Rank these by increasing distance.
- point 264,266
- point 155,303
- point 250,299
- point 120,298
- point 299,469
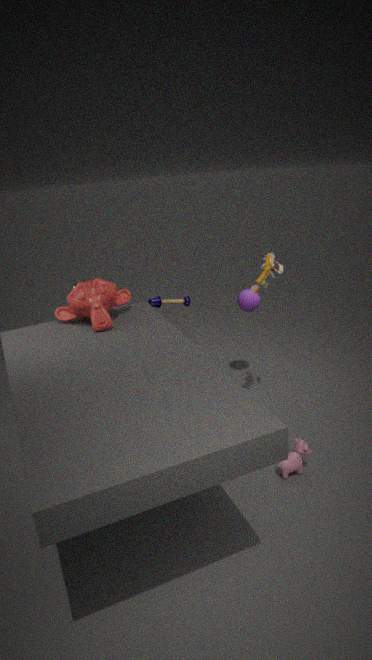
point 299,469, point 120,298, point 264,266, point 155,303, point 250,299
